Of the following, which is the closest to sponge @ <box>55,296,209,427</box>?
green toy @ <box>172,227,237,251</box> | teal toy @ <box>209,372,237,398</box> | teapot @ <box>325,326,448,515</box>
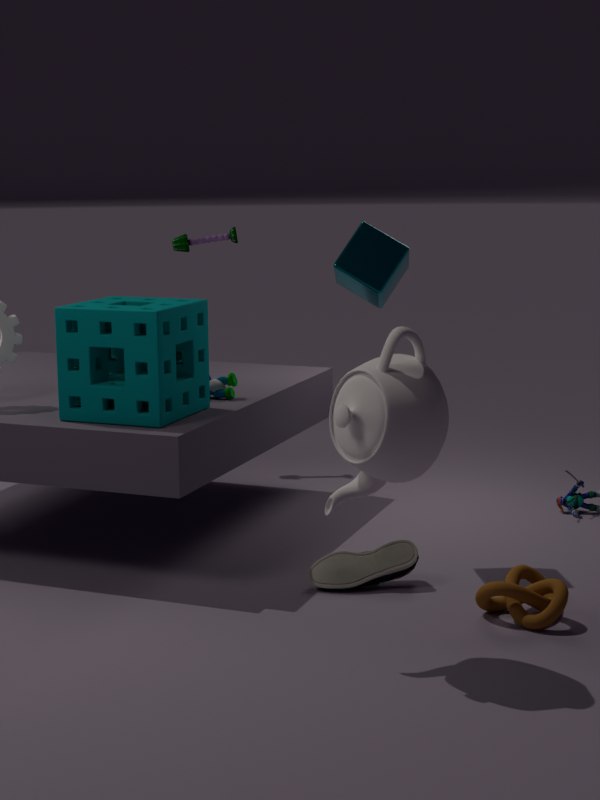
teal toy @ <box>209,372,237,398</box>
